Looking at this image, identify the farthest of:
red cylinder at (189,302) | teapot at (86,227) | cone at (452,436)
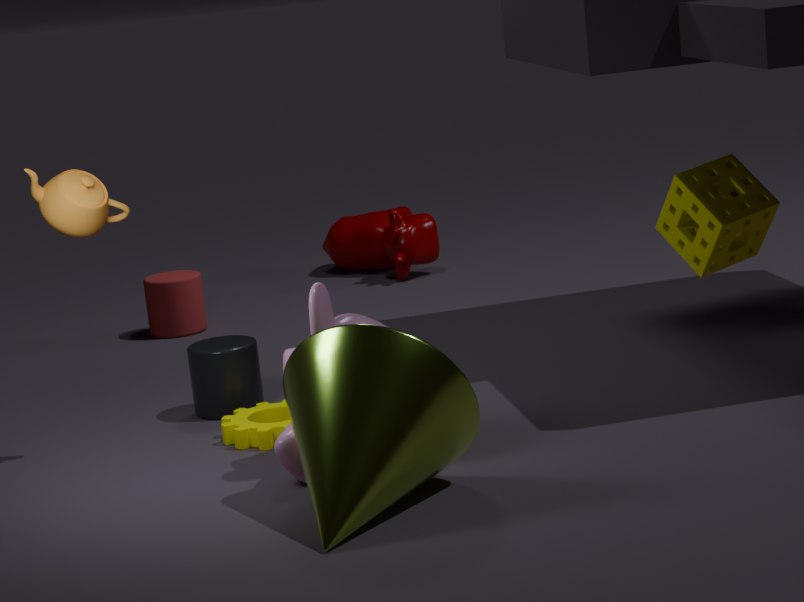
red cylinder at (189,302)
